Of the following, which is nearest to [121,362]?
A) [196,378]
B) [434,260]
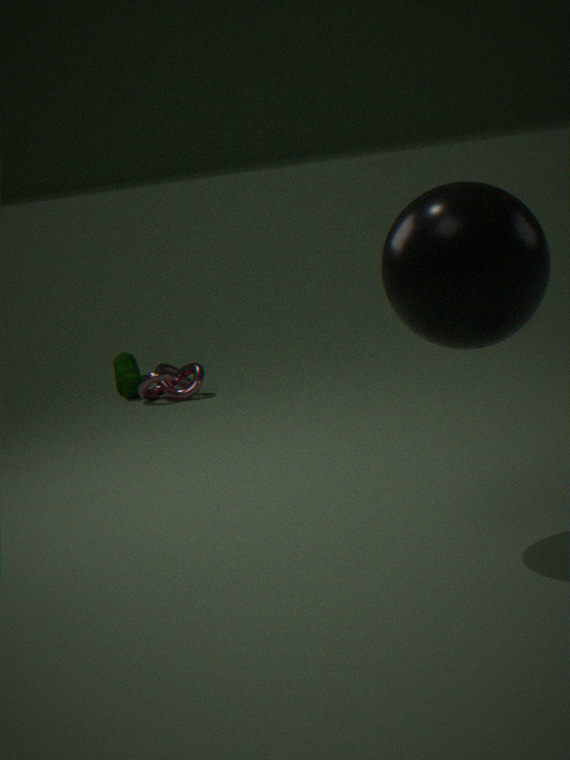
Result: [196,378]
